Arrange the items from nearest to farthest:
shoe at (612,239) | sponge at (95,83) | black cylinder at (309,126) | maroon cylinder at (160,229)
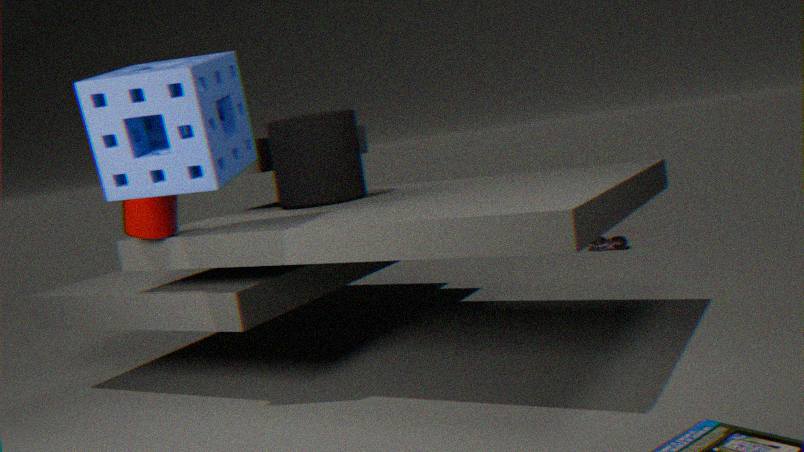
sponge at (95,83), maroon cylinder at (160,229), black cylinder at (309,126), shoe at (612,239)
